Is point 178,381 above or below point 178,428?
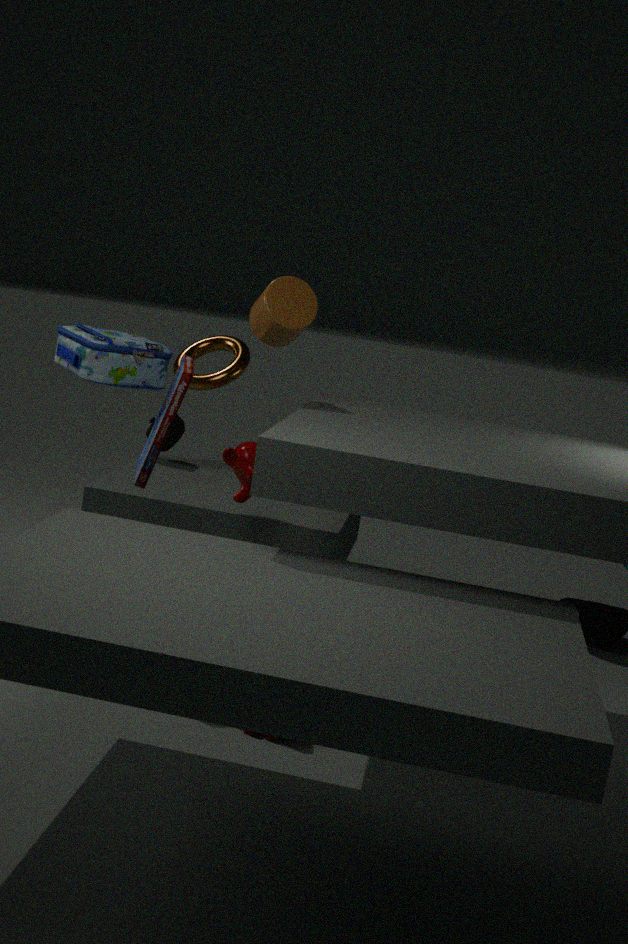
above
